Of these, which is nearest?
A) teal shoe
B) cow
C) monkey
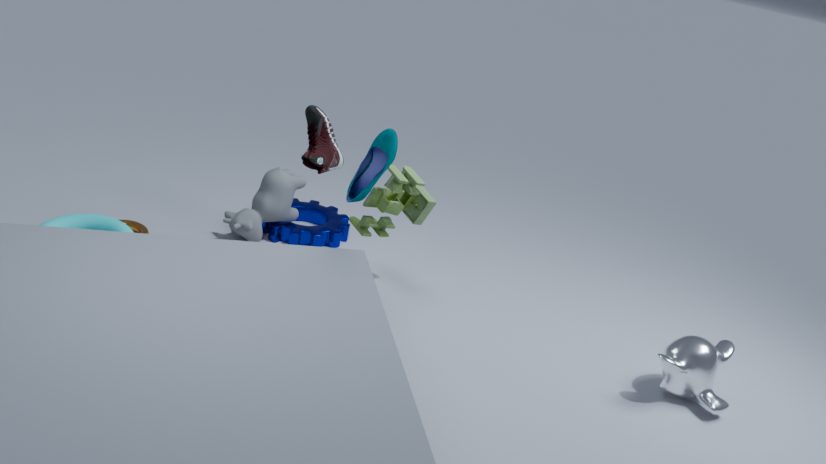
teal shoe
